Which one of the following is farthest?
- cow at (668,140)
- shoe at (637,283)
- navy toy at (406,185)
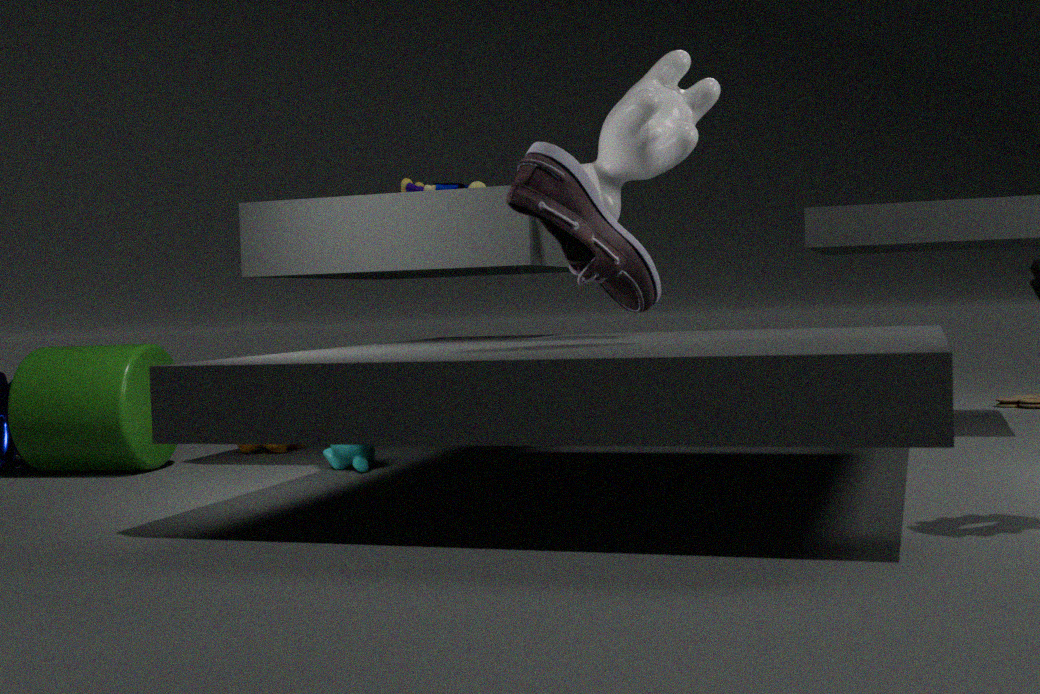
navy toy at (406,185)
